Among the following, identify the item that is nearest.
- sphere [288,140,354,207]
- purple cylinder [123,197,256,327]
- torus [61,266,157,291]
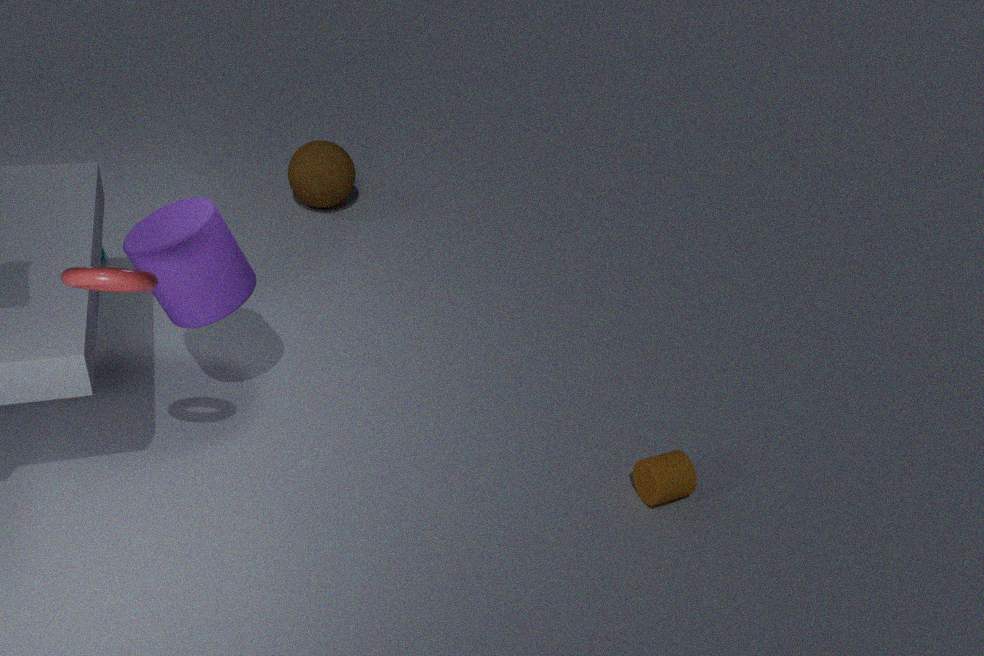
torus [61,266,157,291]
